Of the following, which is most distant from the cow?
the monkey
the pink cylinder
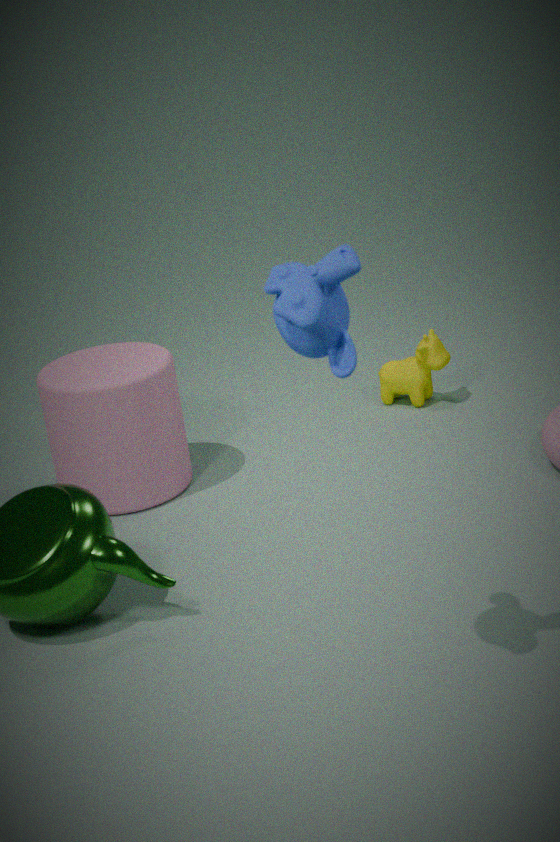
the monkey
